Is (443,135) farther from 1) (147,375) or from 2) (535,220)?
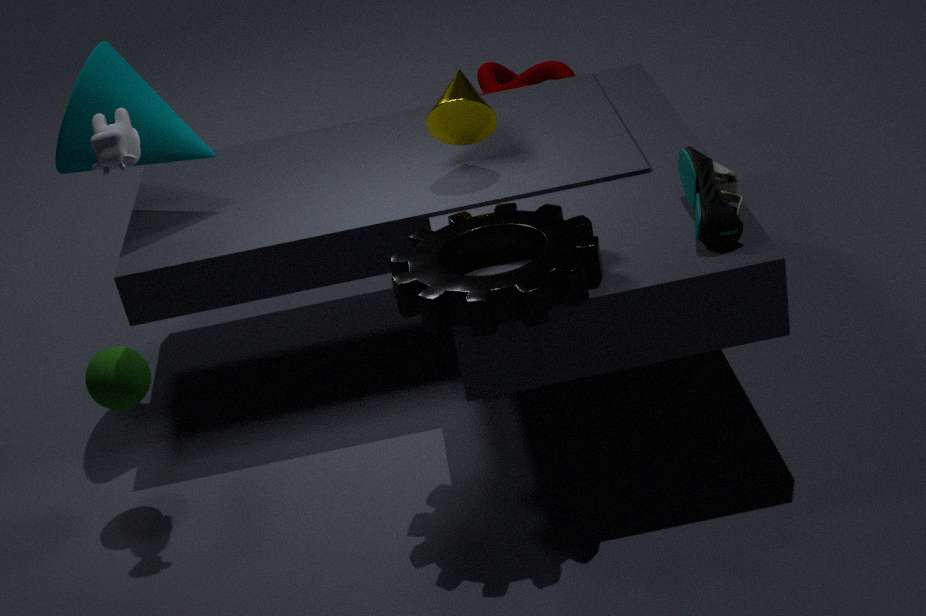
1) (147,375)
